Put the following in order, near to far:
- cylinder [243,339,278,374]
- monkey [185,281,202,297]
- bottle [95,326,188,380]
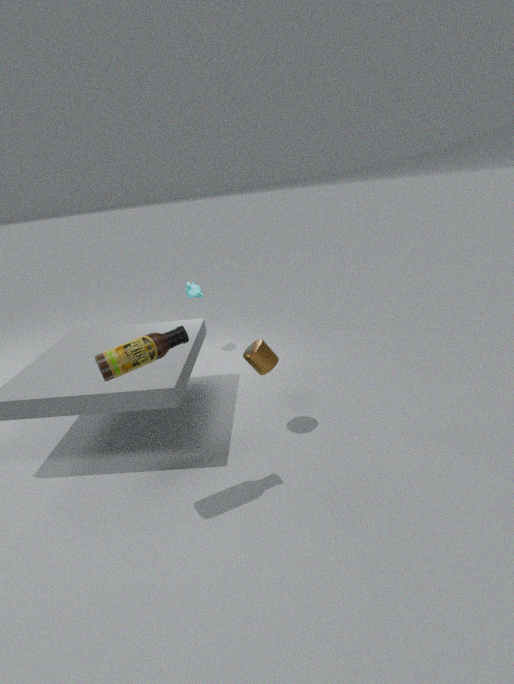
bottle [95,326,188,380]
cylinder [243,339,278,374]
monkey [185,281,202,297]
